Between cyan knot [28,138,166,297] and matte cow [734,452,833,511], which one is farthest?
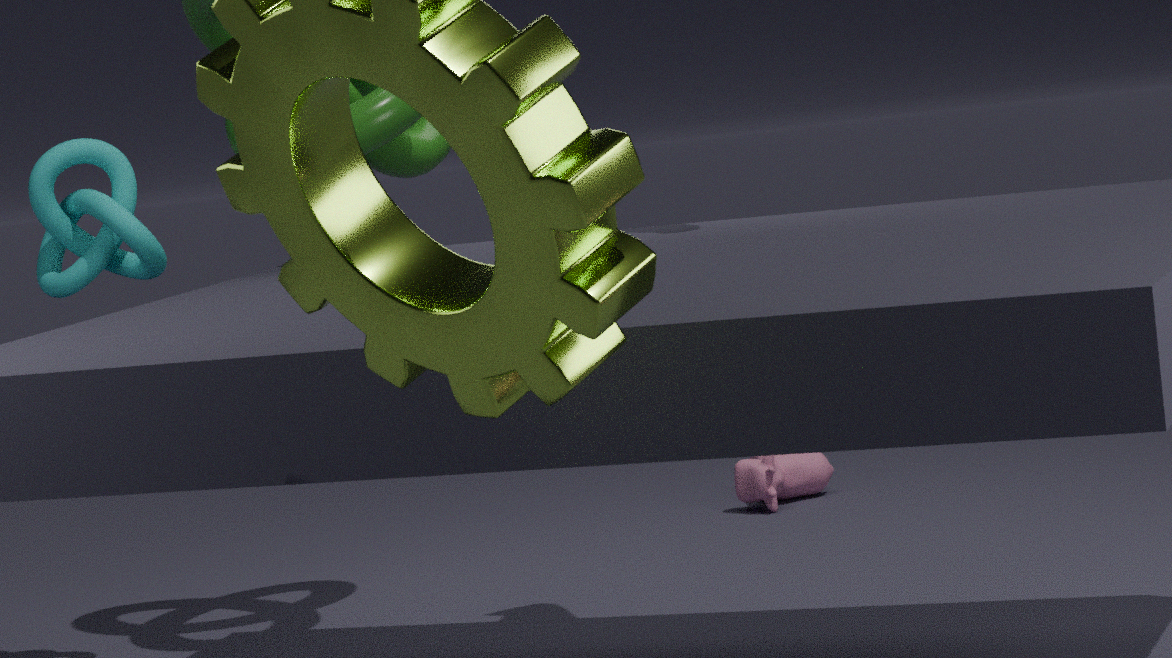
matte cow [734,452,833,511]
